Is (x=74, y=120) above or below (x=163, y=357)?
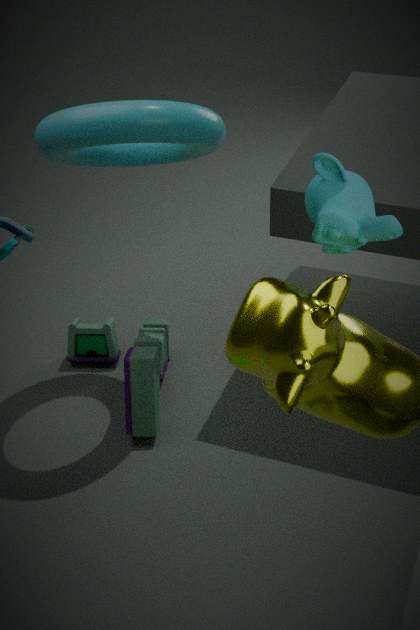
above
